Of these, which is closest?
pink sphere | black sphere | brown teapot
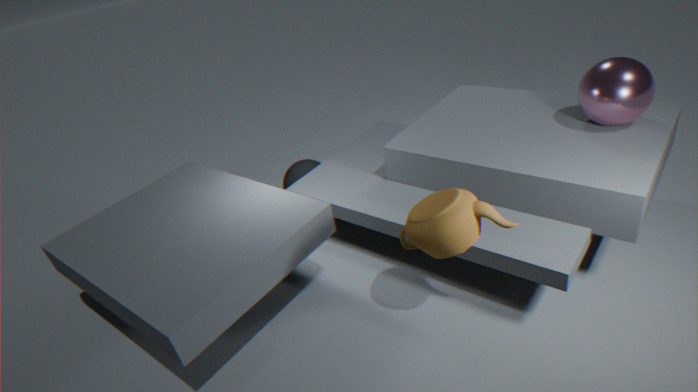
brown teapot
